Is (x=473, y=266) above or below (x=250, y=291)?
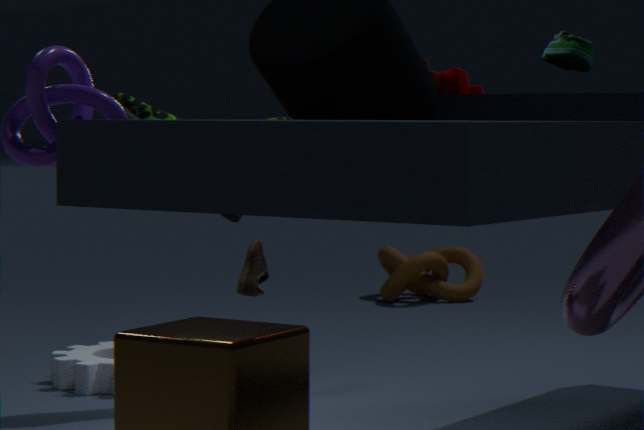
below
